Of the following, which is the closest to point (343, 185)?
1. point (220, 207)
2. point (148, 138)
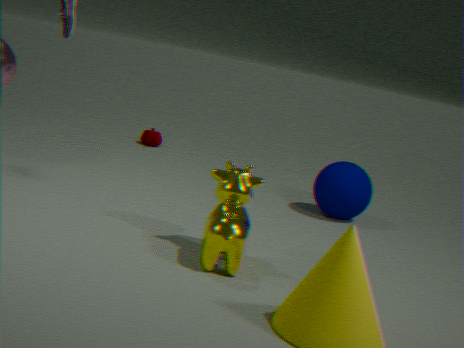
point (220, 207)
